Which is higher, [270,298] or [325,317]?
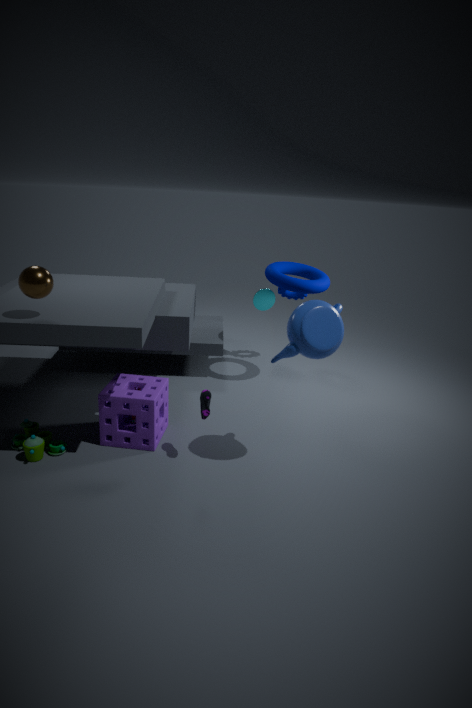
[325,317]
